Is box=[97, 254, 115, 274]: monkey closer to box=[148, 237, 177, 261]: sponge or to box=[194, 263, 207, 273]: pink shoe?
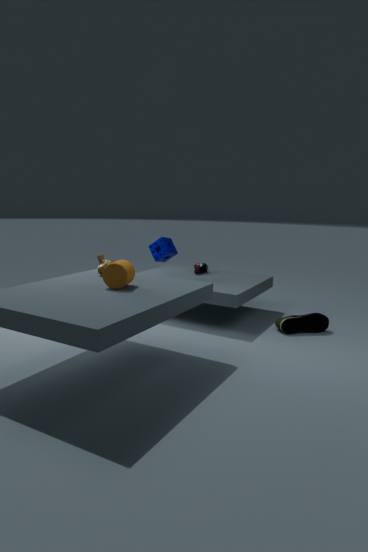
box=[148, 237, 177, 261]: sponge
